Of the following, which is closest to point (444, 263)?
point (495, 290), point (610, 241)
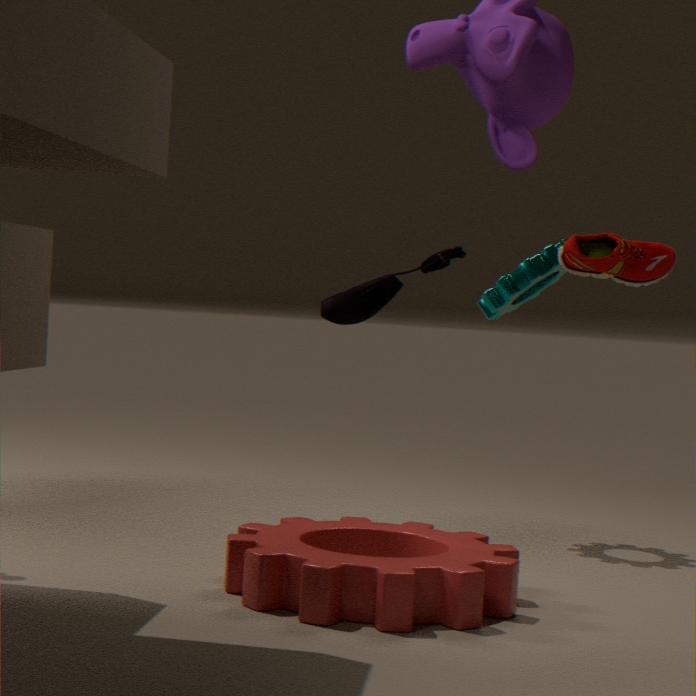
point (610, 241)
